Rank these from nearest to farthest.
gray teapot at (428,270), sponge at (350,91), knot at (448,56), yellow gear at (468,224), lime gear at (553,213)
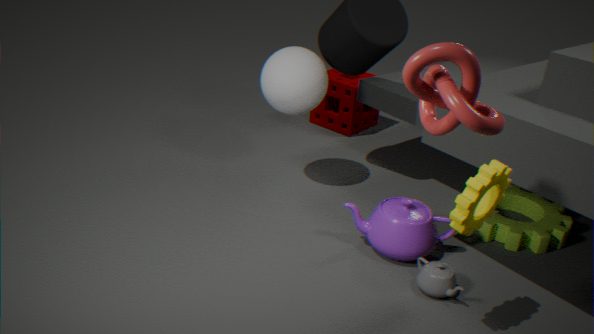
knot at (448,56)
yellow gear at (468,224)
gray teapot at (428,270)
lime gear at (553,213)
sponge at (350,91)
